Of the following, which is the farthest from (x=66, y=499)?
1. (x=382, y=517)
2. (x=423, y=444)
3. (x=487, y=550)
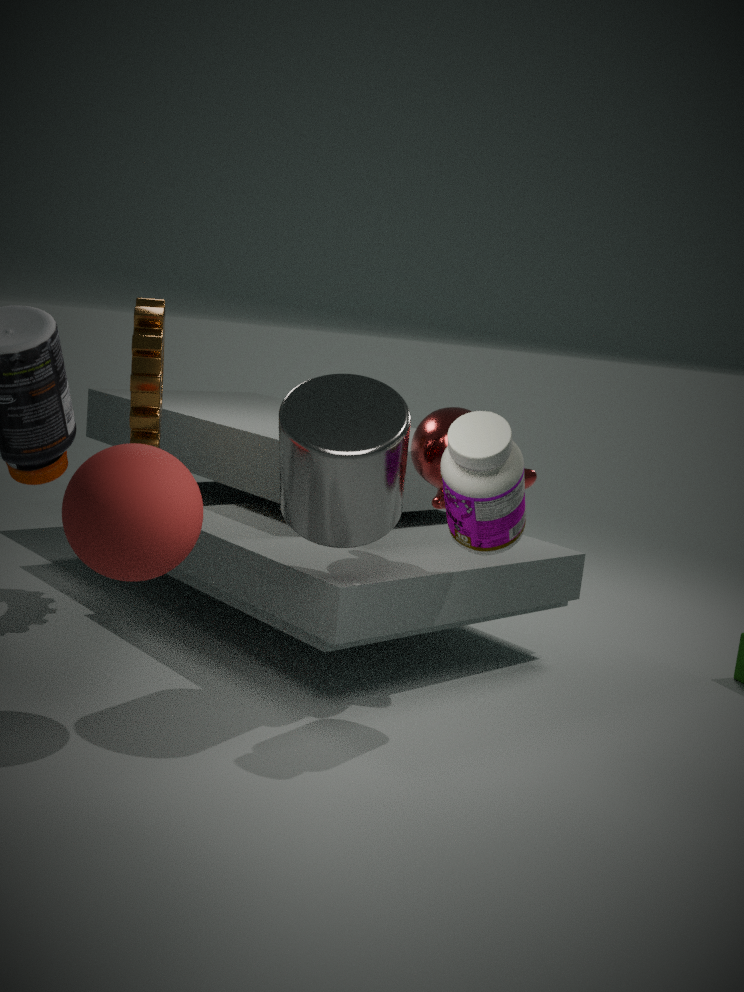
(x=423, y=444)
